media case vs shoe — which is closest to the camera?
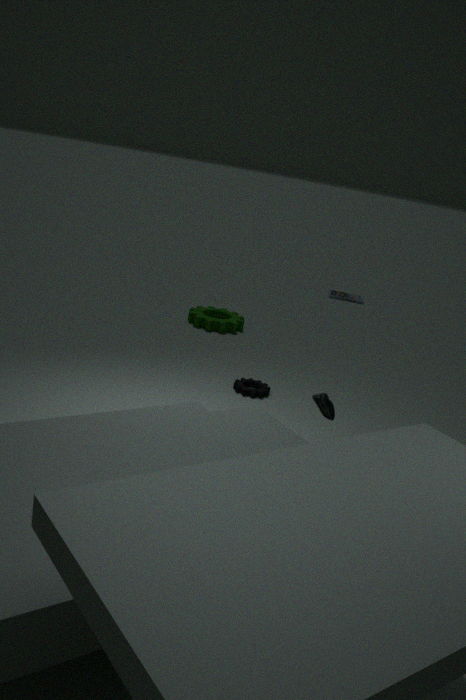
shoe
